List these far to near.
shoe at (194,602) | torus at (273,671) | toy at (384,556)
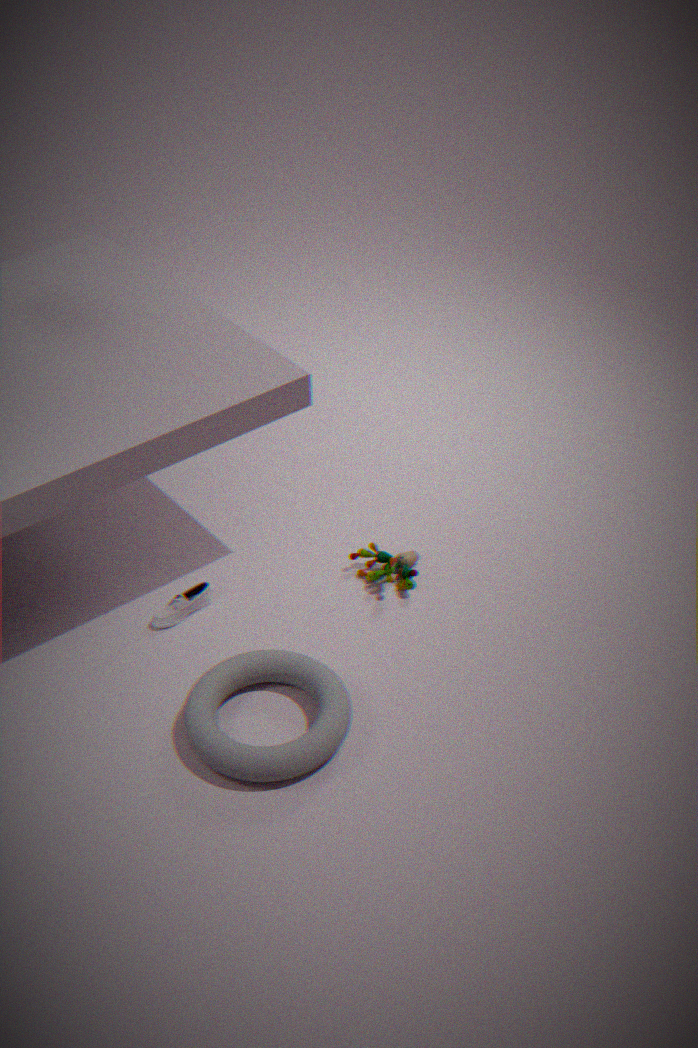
toy at (384,556), shoe at (194,602), torus at (273,671)
